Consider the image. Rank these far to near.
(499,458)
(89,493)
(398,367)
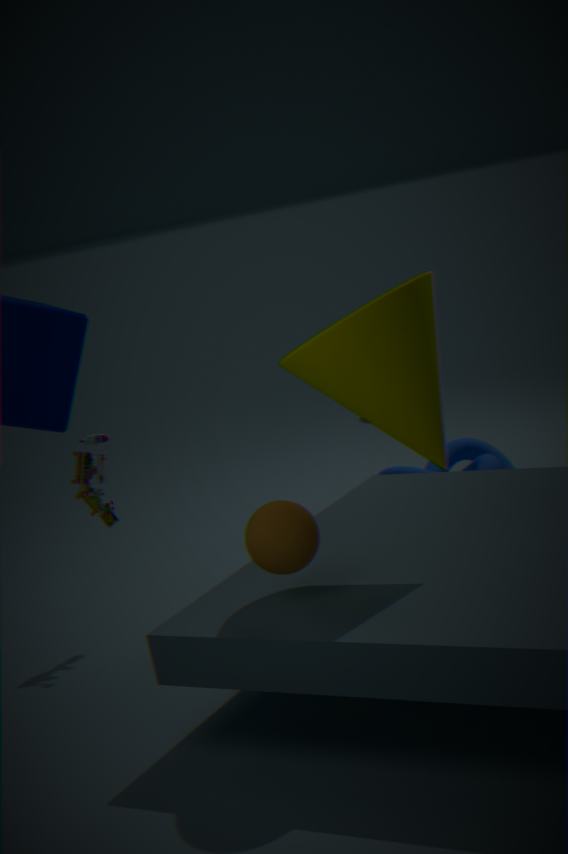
(499,458) < (89,493) < (398,367)
